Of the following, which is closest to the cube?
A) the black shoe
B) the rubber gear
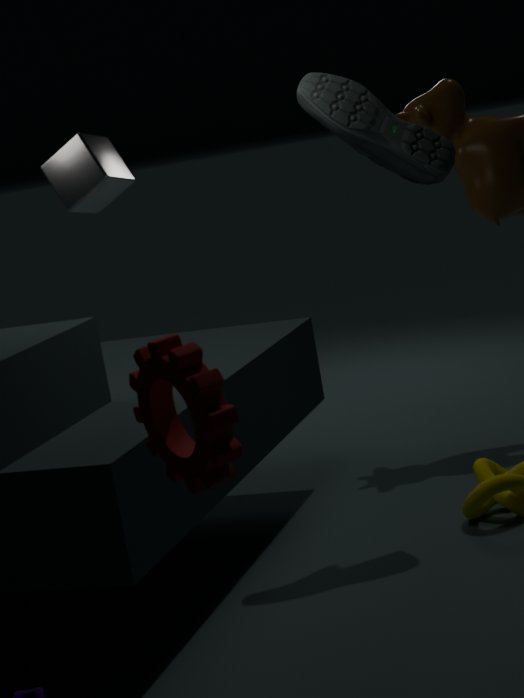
the black shoe
